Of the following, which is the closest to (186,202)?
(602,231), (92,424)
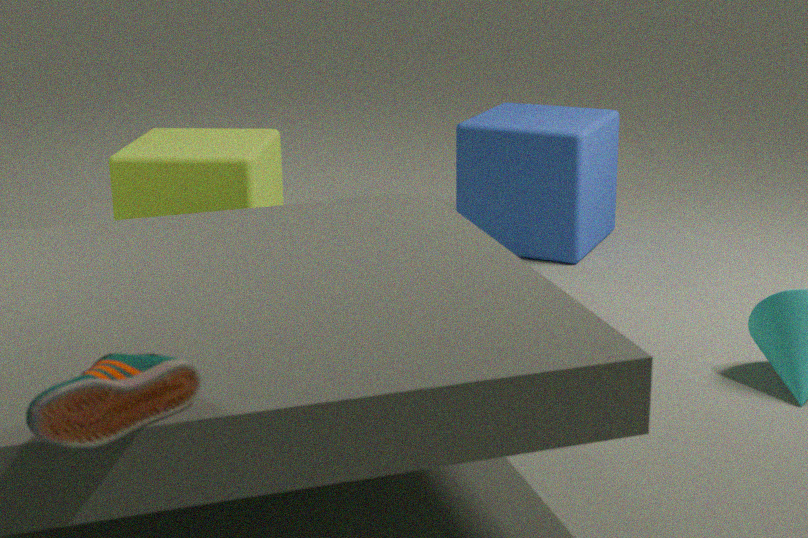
(602,231)
